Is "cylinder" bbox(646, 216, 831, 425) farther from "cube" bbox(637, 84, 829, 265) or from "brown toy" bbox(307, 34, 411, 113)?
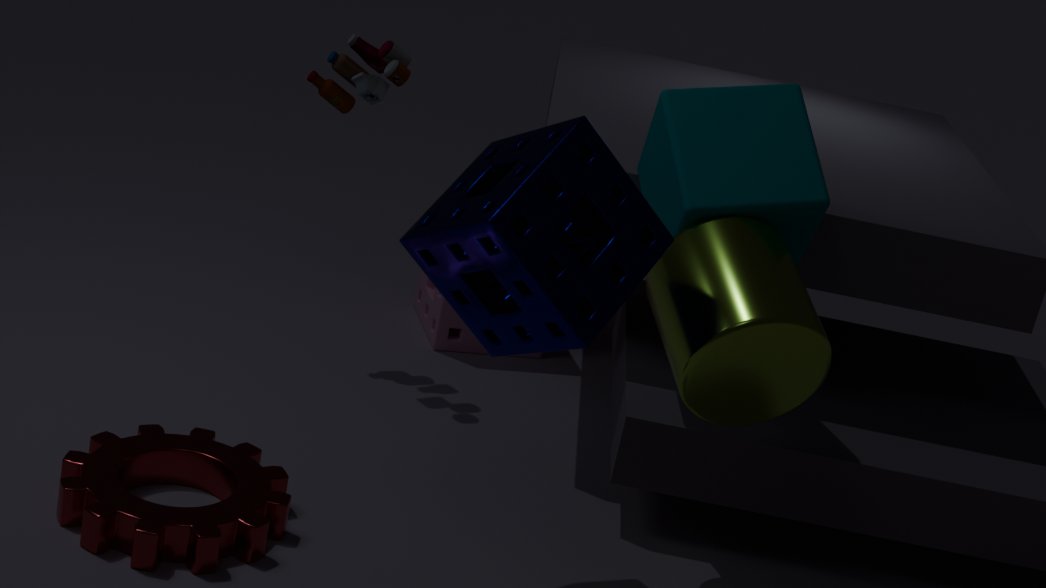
"brown toy" bbox(307, 34, 411, 113)
